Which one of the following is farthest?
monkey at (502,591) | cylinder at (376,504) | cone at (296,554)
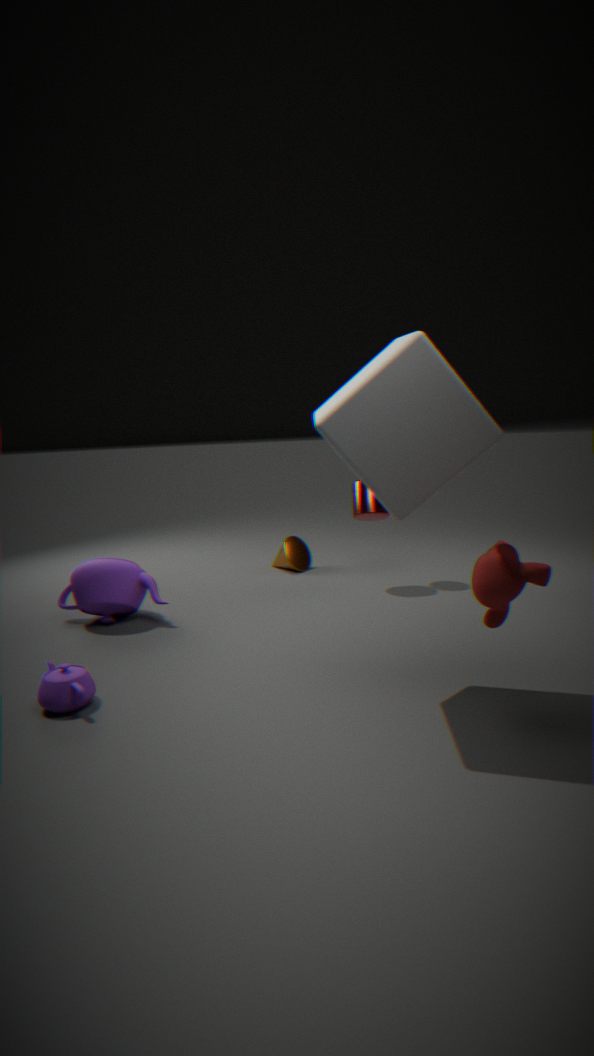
cone at (296,554)
